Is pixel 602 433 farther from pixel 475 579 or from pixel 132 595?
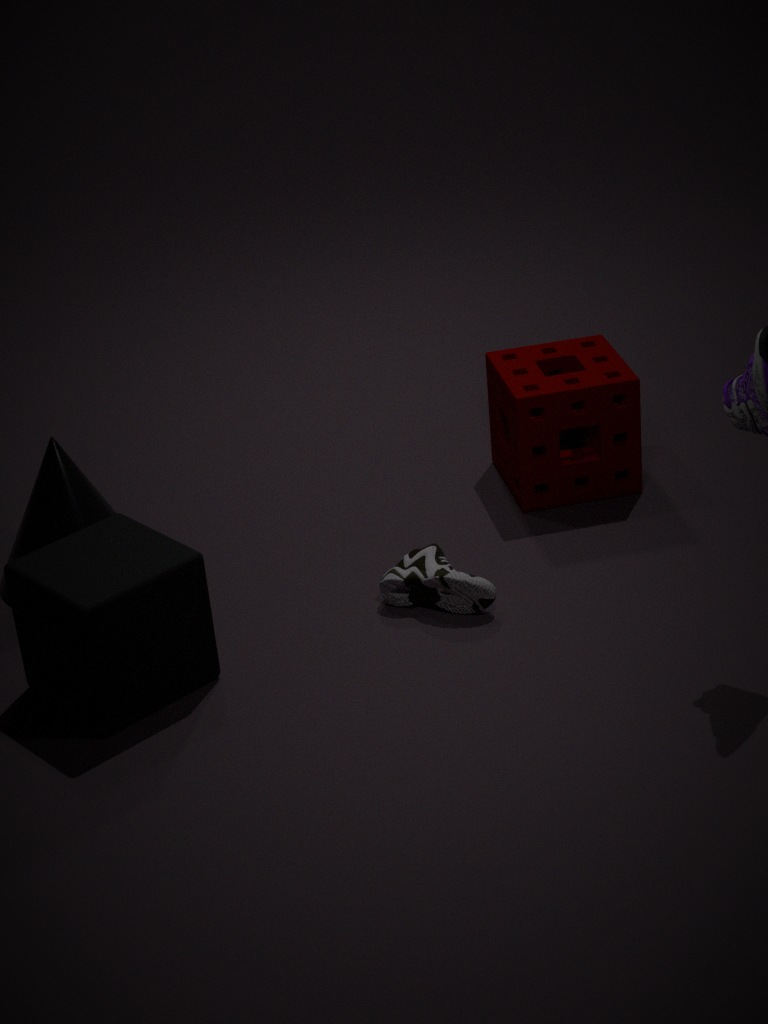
pixel 132 595
